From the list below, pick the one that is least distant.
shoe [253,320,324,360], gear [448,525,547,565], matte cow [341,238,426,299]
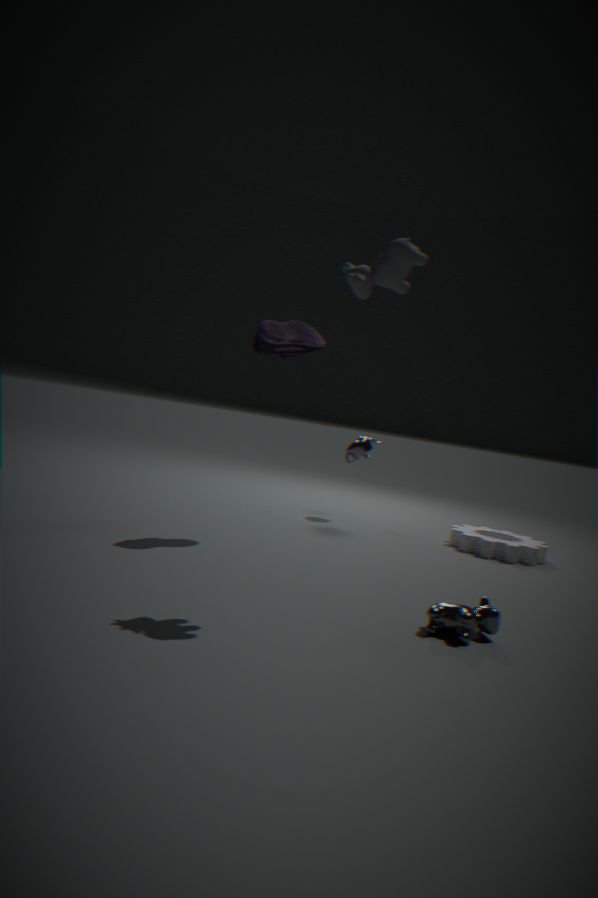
matte cow [341,238,426,299]
